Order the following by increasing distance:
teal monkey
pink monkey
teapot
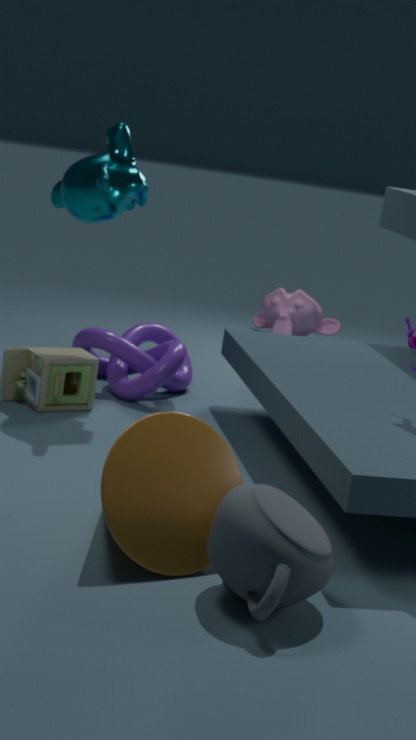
teapot, teal monkey, pink monkey
